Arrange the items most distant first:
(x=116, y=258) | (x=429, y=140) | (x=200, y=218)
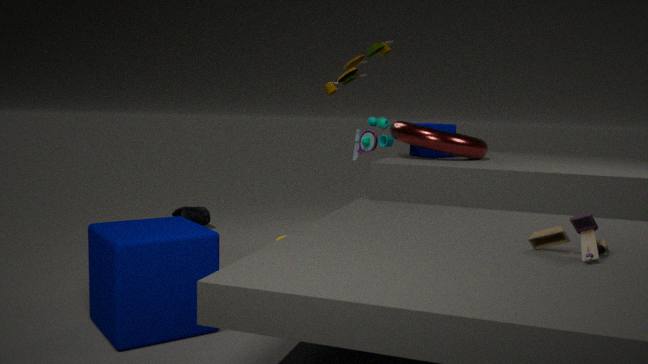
1. (x=200, y=218)
2. (x=429, y=140)
3. (x=116, y=258)
